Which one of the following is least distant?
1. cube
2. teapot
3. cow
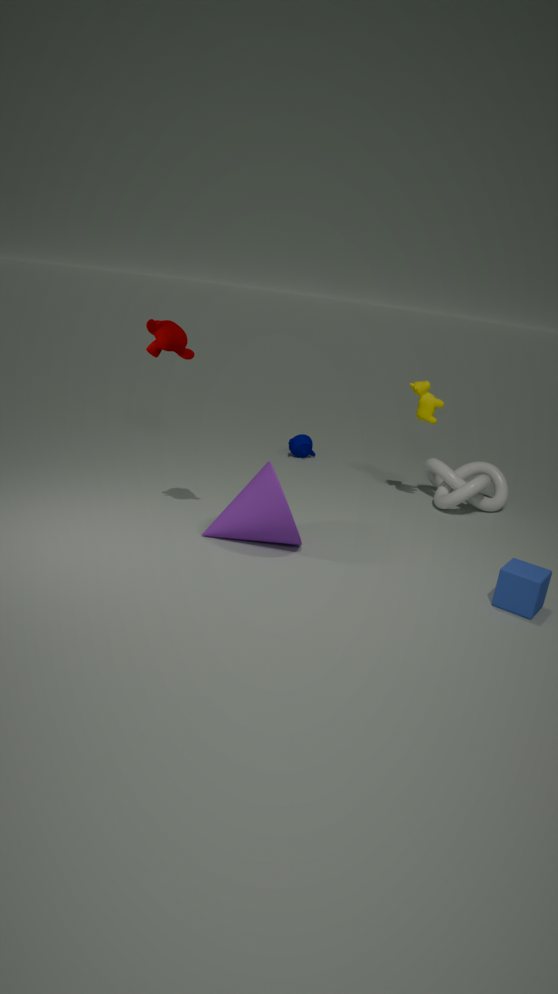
cube
